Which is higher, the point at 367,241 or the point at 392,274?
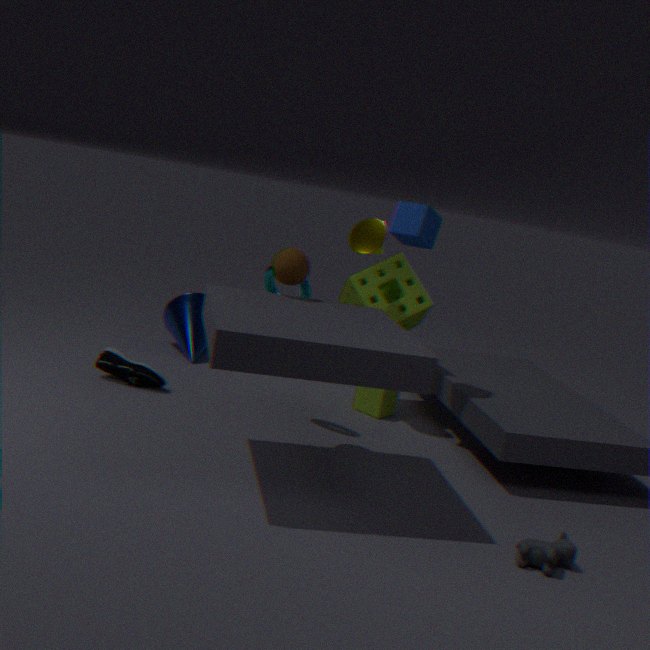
the point at 367,241
